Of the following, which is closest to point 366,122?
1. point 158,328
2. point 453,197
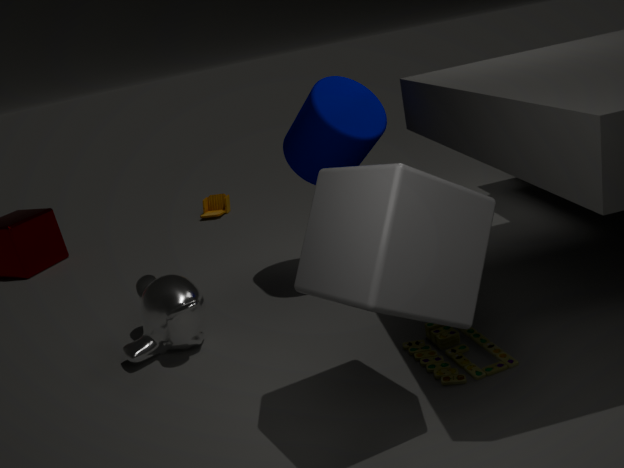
point 158,328
